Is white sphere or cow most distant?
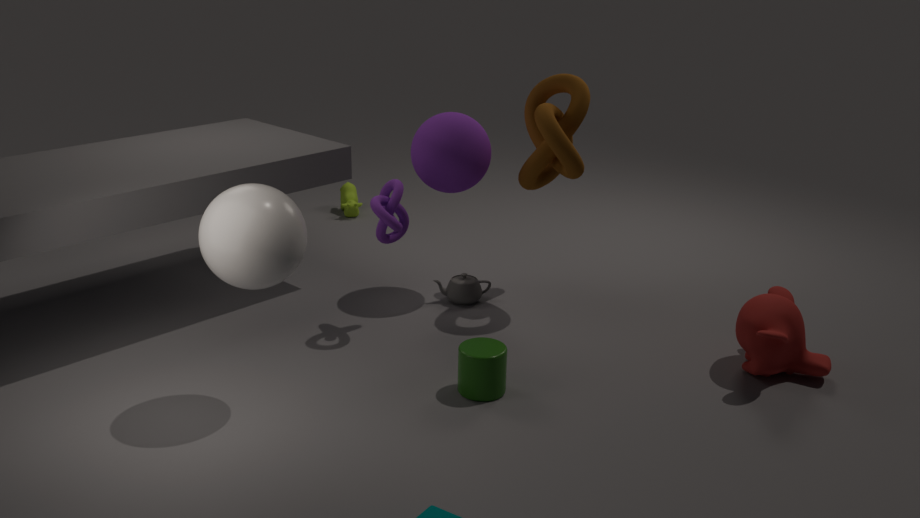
cow
